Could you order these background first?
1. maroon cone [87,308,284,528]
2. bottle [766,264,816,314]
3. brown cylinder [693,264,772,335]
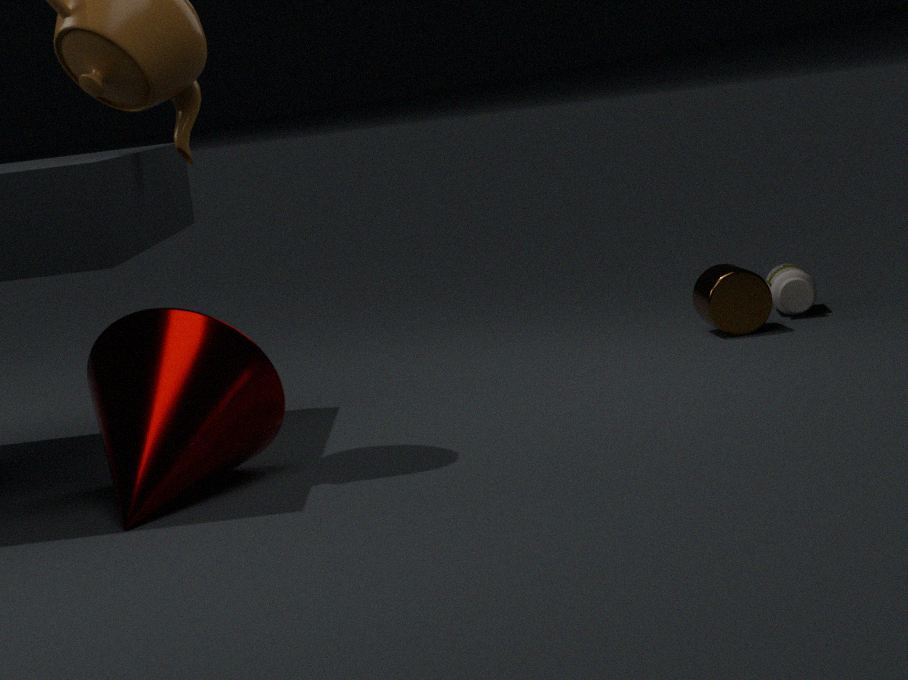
bottle [766,264,816,314] → brown cylinder [693,264,772,335] → maroon cone [87,308,284,528]
